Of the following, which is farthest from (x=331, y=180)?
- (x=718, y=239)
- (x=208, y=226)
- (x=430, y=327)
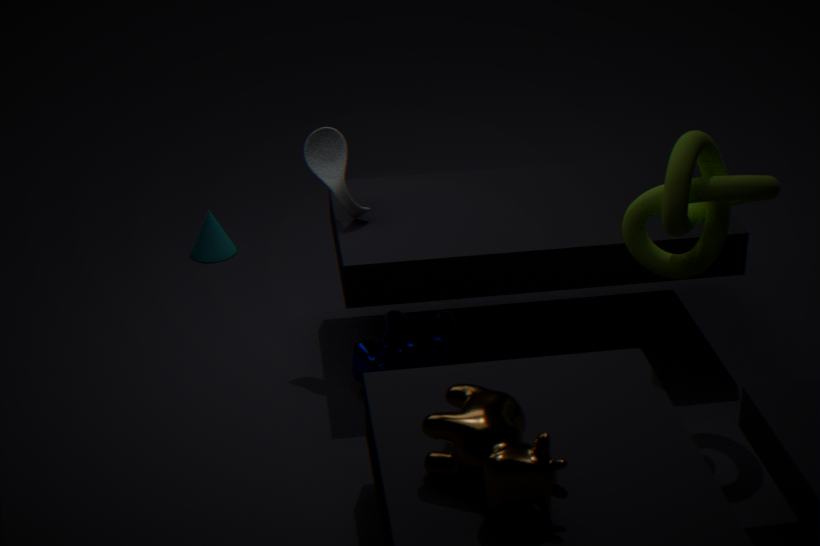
(x=718, y=239)
